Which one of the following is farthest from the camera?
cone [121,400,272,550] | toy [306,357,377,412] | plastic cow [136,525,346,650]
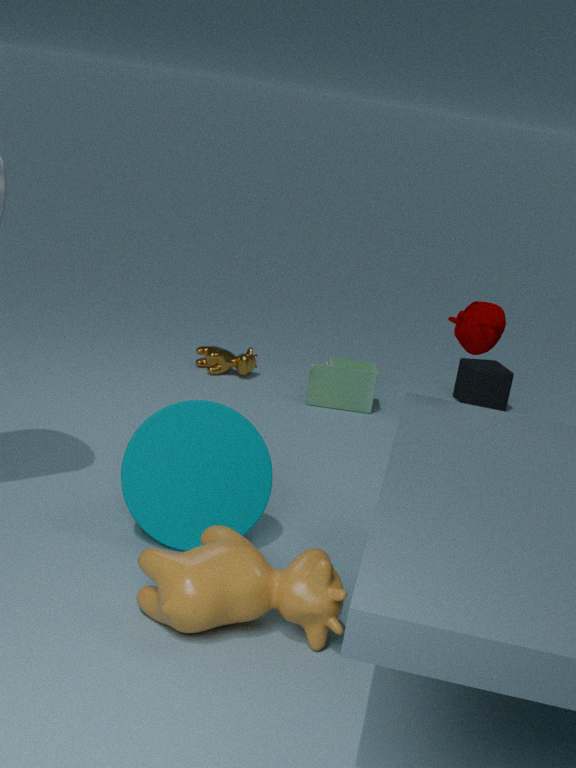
toy [306,357,377,412]
